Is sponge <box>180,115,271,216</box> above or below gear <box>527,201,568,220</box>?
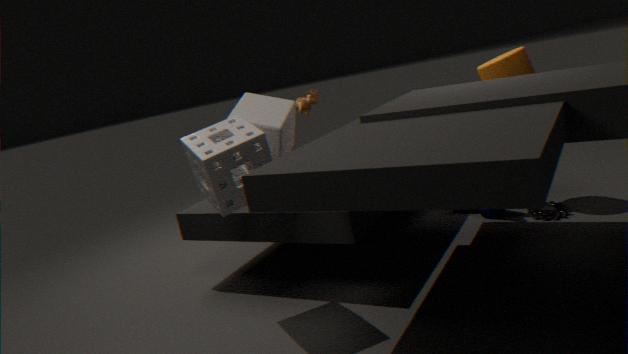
above
